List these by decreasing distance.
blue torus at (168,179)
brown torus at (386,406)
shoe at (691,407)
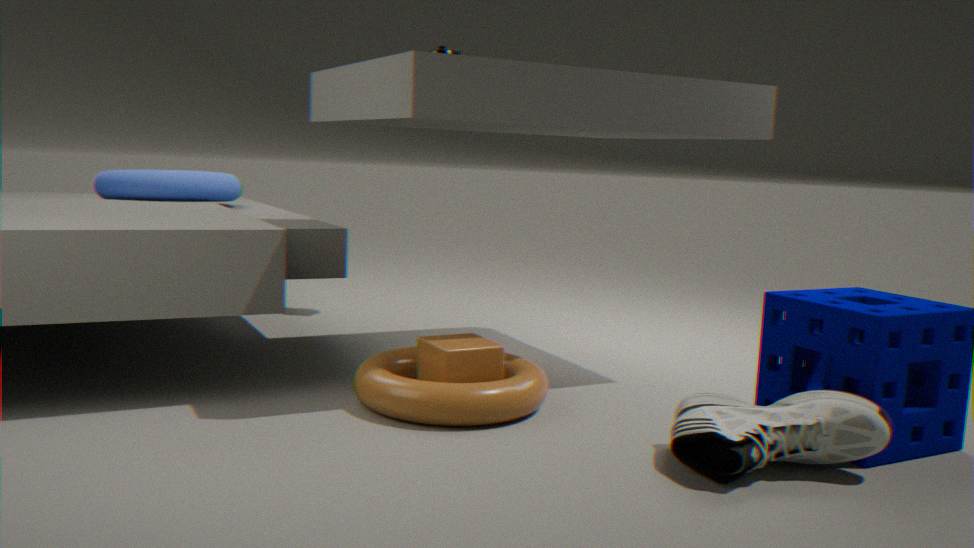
1. blue torus at (168,179)
2. brown torus at (386,406)
3. shoe at (691,407)
